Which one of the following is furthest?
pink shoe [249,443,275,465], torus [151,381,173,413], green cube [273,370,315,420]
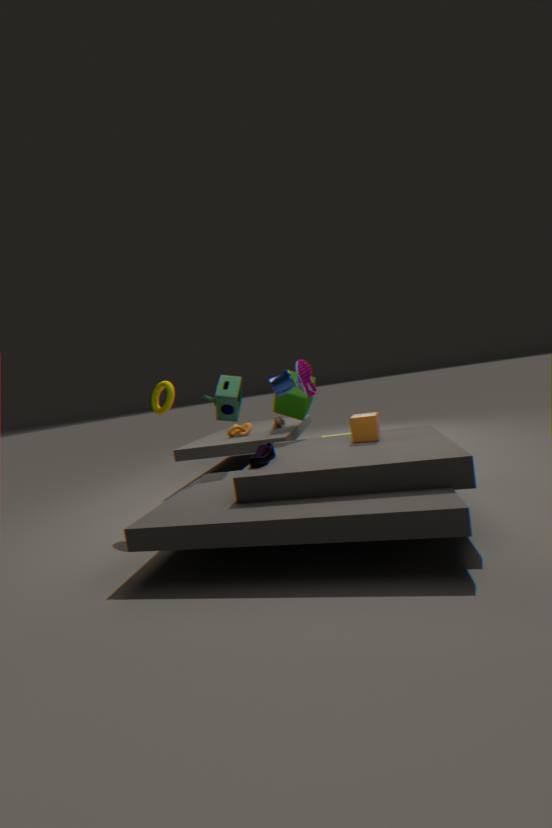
green cube [273,370,315,420]
